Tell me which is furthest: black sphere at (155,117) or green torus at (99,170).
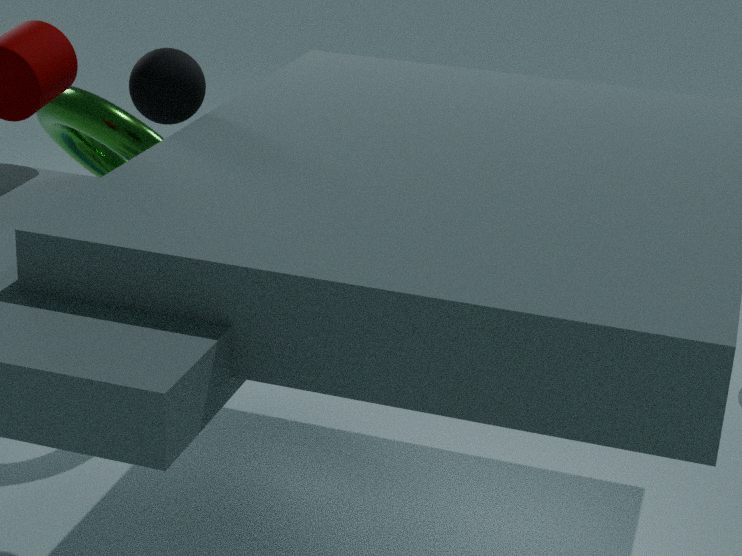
green torus at (99,170)
